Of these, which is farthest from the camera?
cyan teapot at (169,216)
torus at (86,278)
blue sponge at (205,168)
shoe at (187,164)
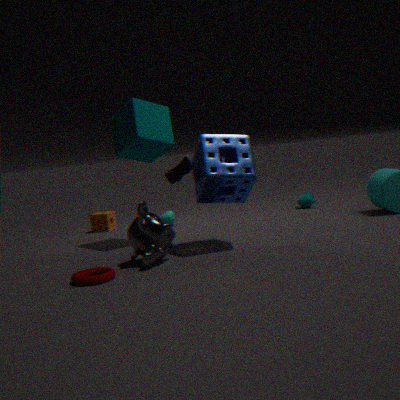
cyan teapot at (169,216)
